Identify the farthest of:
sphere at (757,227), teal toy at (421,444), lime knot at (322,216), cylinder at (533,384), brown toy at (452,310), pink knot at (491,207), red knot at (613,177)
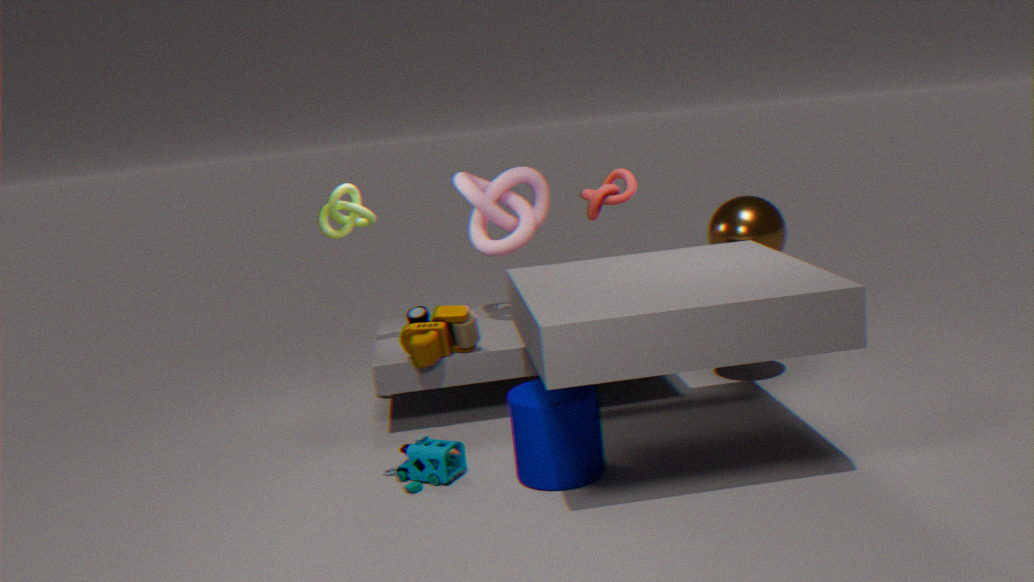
pink knot at (491,207)
